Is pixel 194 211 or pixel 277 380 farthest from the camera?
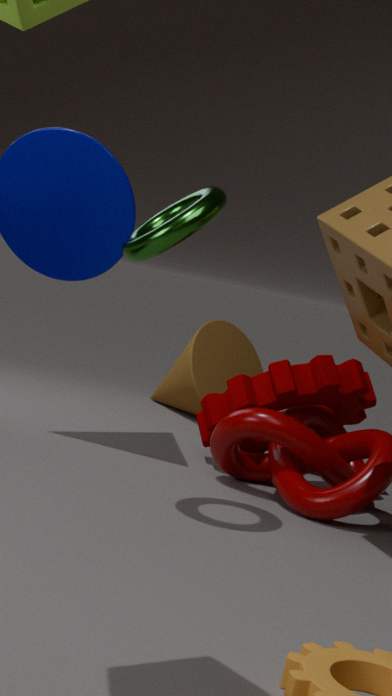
pixel 277 380
